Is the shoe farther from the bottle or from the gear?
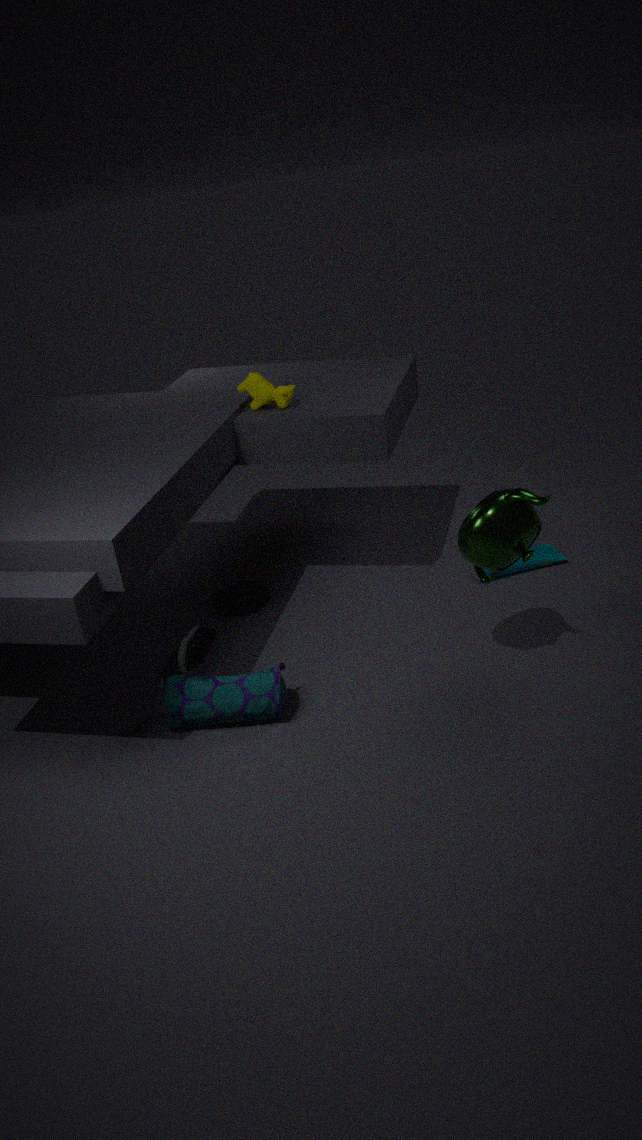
the bottle
